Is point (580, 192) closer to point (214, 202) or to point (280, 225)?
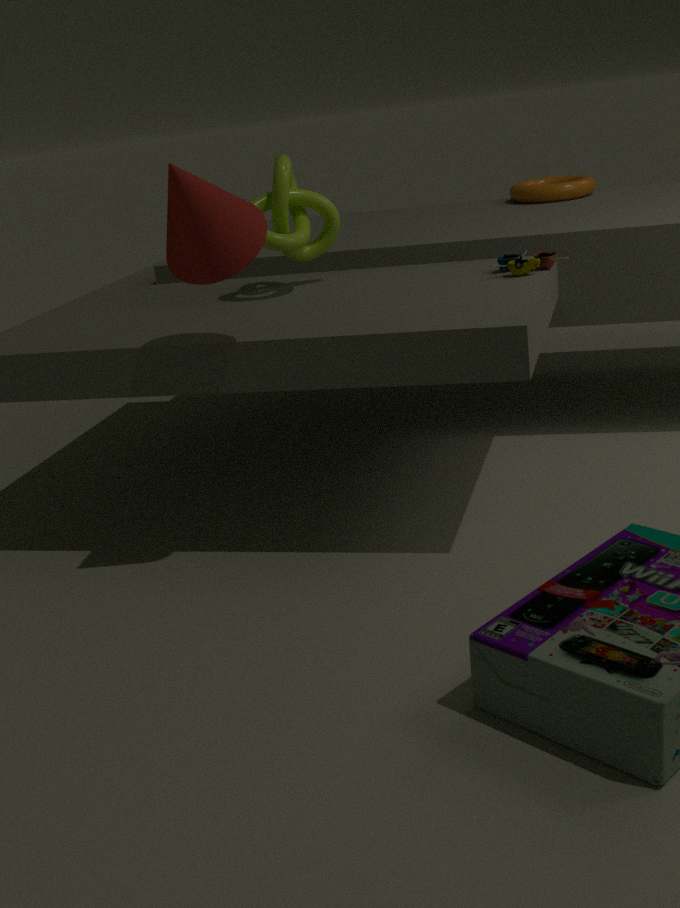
point (280, 225)
